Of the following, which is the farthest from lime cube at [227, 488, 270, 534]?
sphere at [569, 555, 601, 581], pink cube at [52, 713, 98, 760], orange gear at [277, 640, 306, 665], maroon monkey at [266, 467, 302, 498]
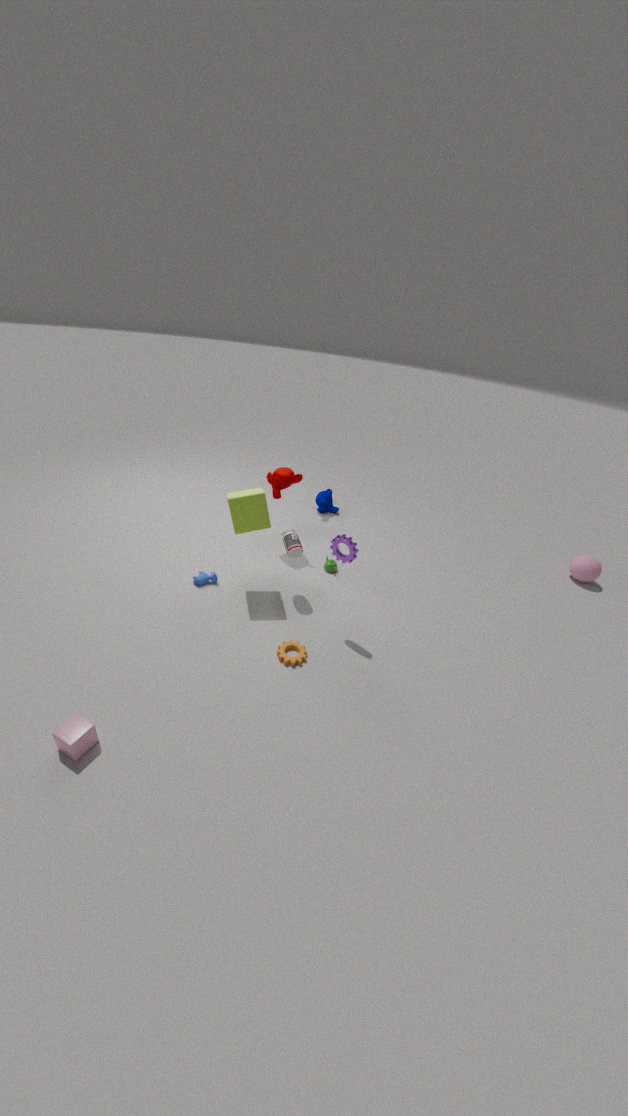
sphere at [569, 555, 601, 581]
